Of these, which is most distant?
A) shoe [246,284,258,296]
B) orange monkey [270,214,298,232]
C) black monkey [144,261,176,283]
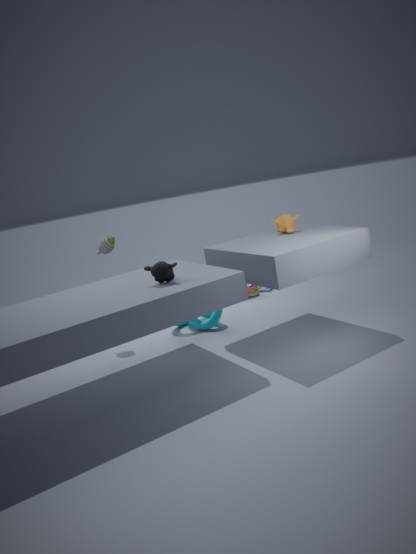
shoe [246,284,258,296]
